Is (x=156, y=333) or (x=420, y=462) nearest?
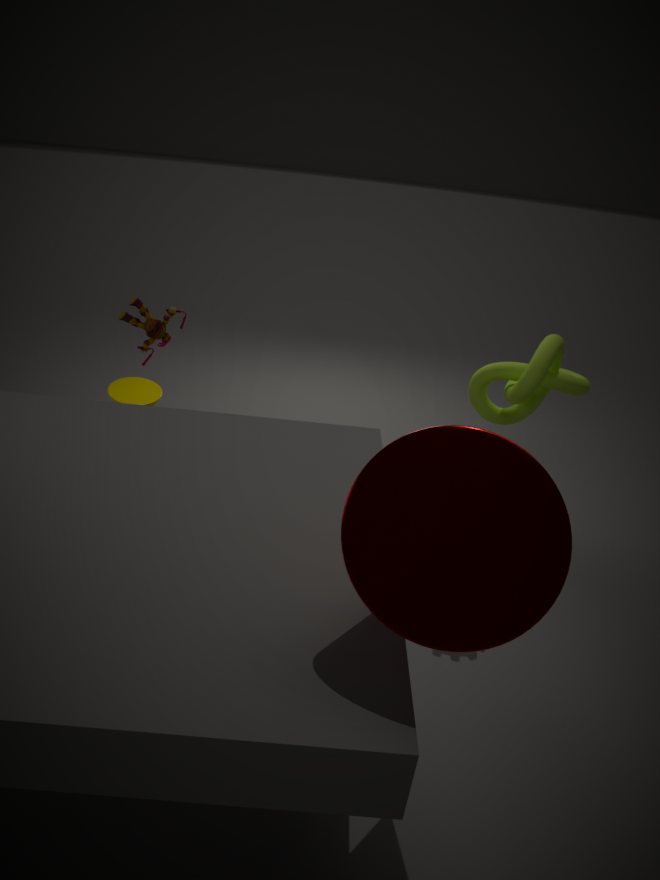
(x=420, y=462)
